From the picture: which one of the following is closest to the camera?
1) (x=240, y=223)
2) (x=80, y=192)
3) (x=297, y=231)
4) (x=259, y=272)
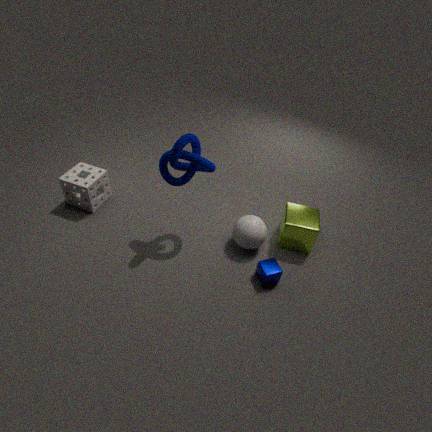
4. (x=259, y=272)
